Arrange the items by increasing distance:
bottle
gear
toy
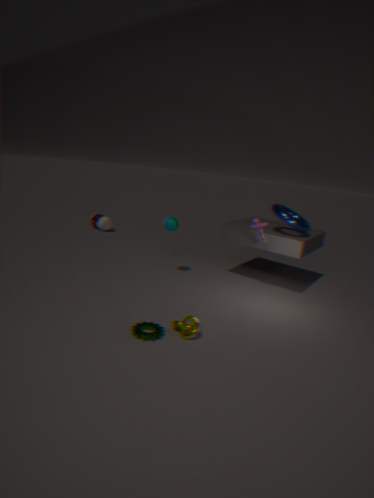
gear → toy → bottle
